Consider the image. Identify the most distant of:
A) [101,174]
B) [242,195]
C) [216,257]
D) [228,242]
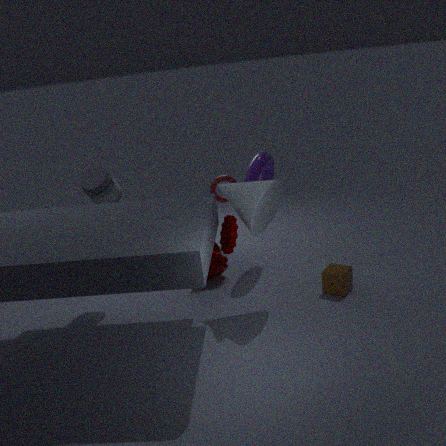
[216,257]
